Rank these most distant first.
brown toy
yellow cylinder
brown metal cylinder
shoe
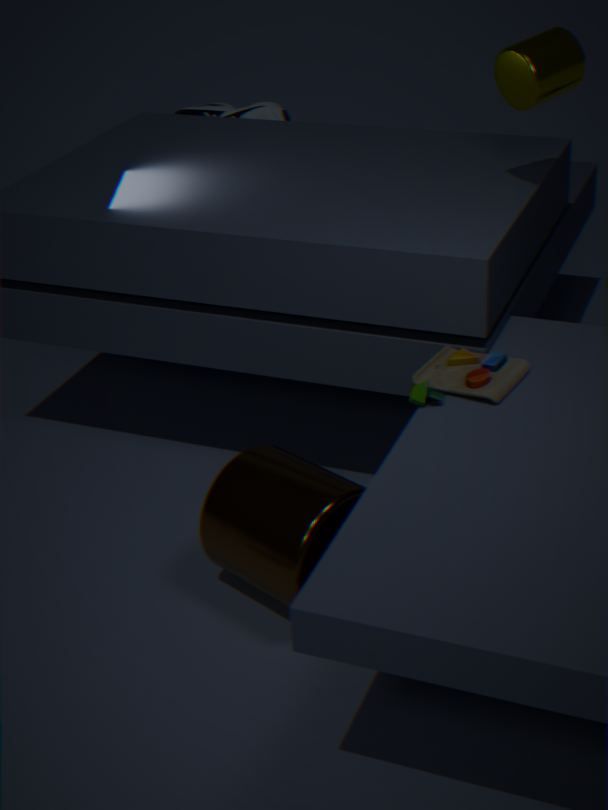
shoe, yellow cylinder, brown toy, brown metal cylinder
